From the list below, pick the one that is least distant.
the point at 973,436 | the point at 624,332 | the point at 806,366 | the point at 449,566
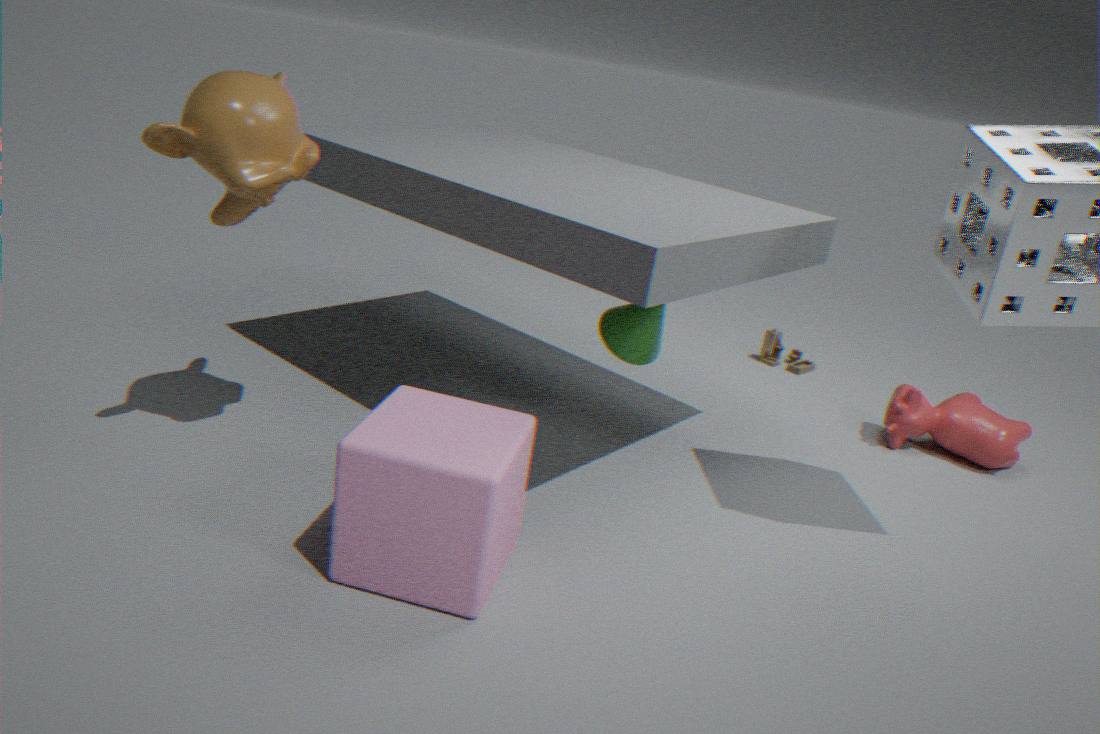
the point at 449,566
